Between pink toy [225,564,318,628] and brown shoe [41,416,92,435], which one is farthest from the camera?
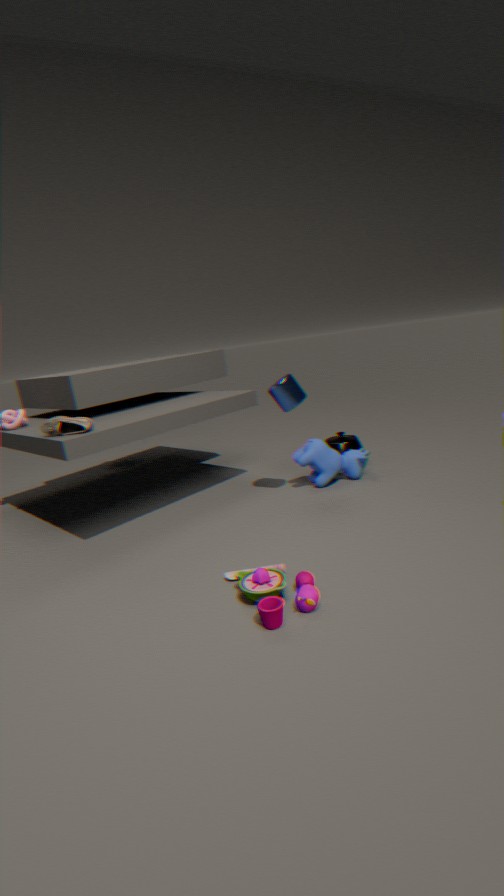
brown shoe [41,416,92,435]
